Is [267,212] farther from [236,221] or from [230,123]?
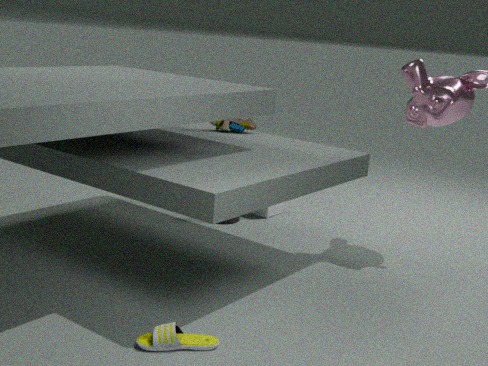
[230,123]
